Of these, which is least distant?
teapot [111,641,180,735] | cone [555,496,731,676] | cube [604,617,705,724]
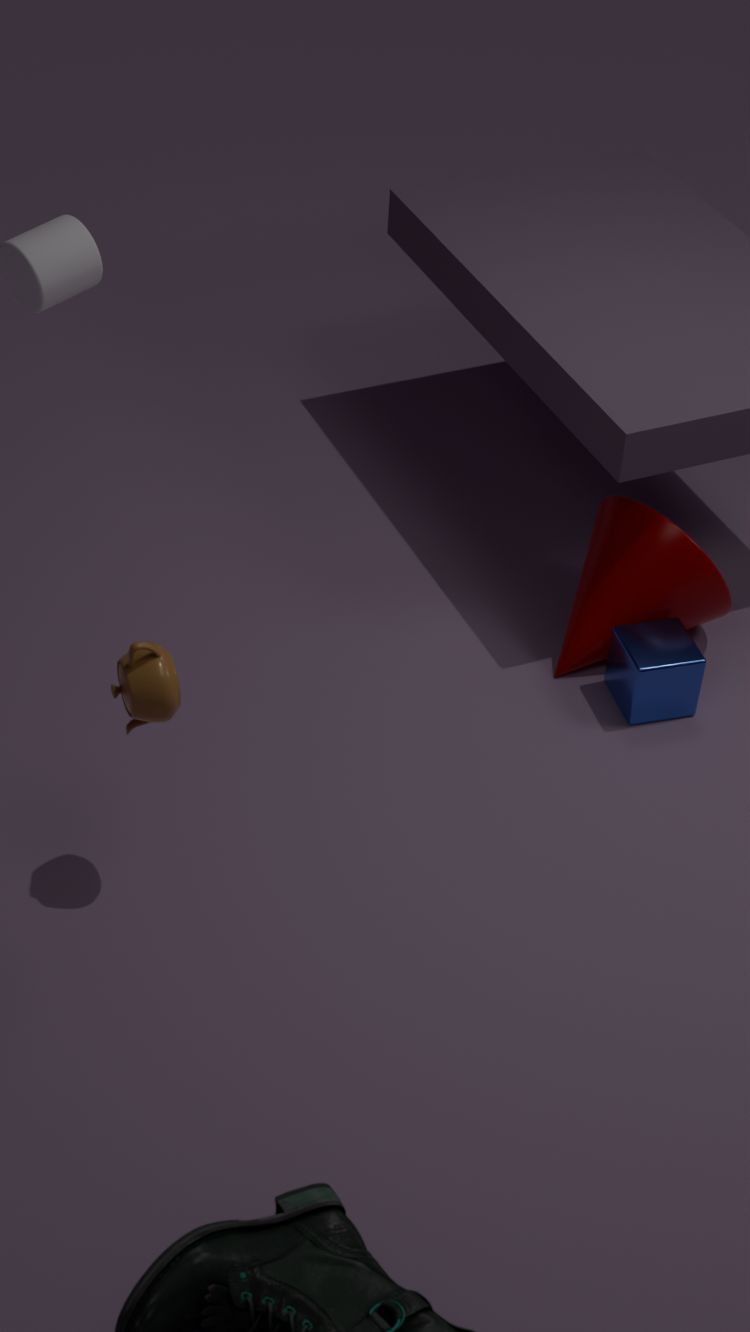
teapot [111,641,180,735]
